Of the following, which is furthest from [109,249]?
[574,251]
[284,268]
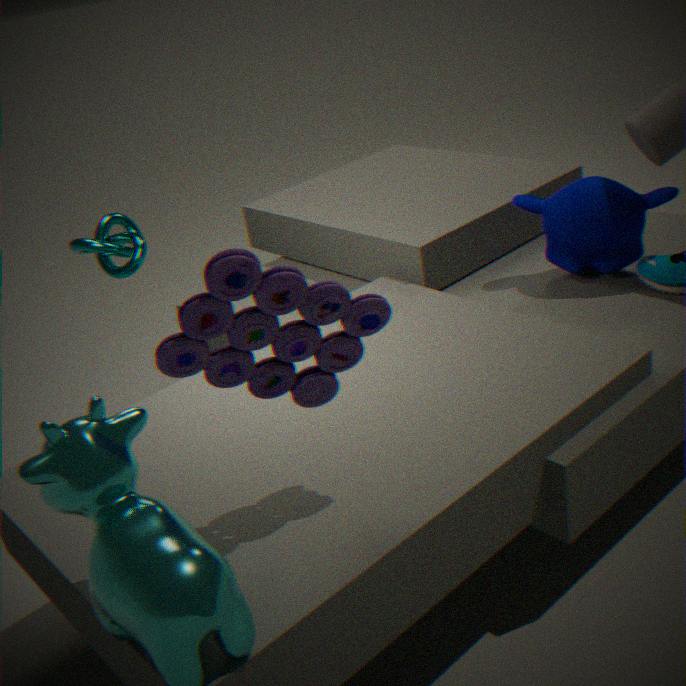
[574,251]
